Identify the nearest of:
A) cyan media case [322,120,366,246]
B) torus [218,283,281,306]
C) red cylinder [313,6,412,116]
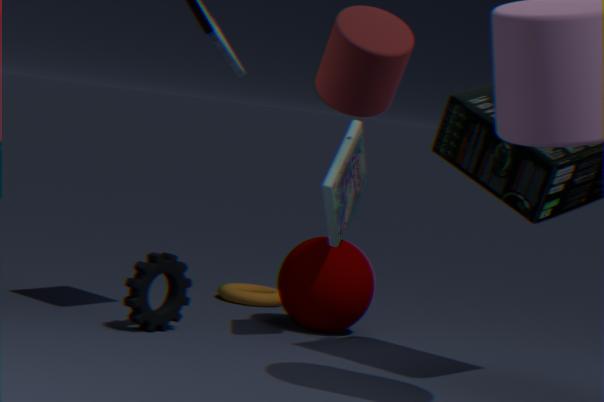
red cylinder [313,6,412,116]
